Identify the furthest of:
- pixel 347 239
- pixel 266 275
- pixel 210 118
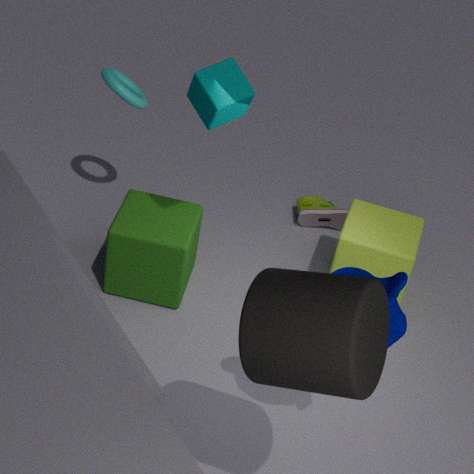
pixel 347 239
